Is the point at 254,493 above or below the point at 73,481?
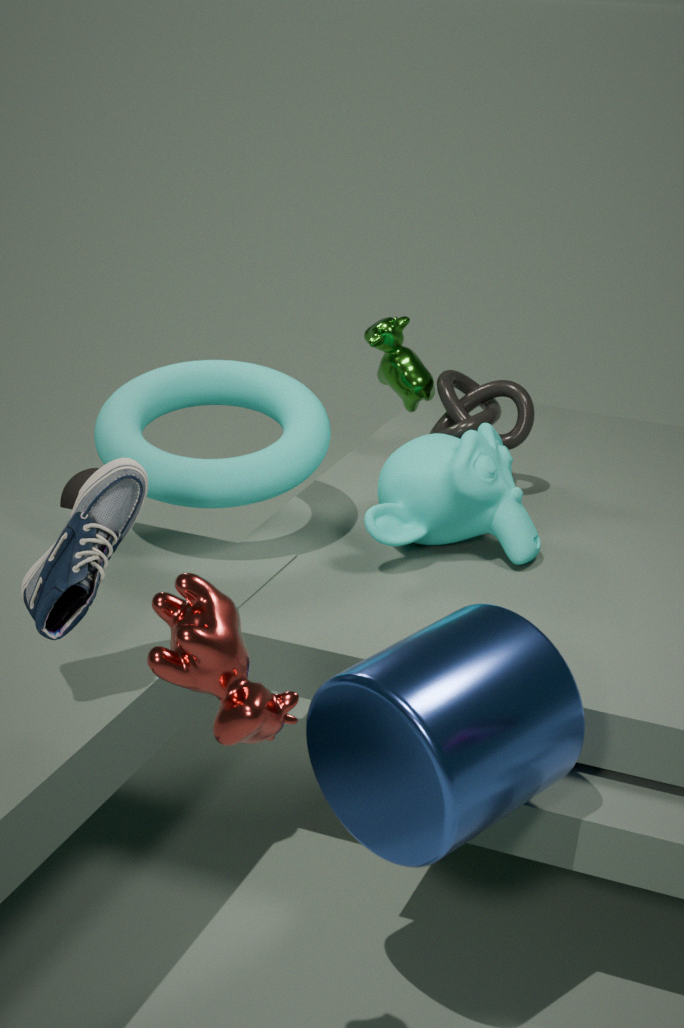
above
